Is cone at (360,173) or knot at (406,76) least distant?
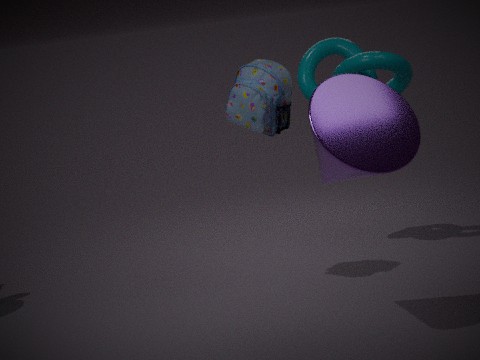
cone at (360,173)
